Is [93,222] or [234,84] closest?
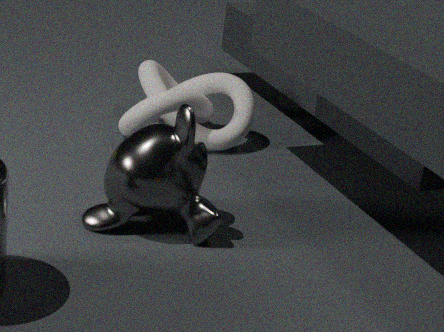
[93,222]
